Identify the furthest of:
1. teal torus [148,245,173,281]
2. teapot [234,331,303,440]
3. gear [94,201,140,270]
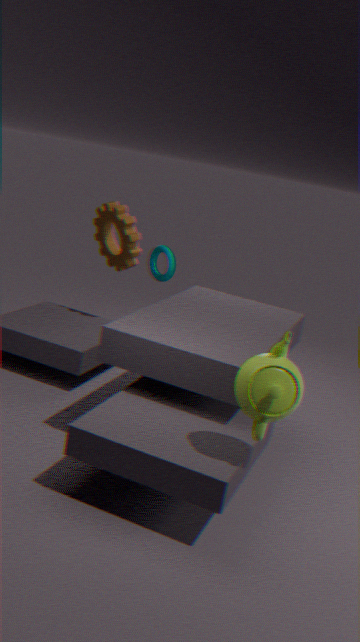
gear [94,201,140,270]
